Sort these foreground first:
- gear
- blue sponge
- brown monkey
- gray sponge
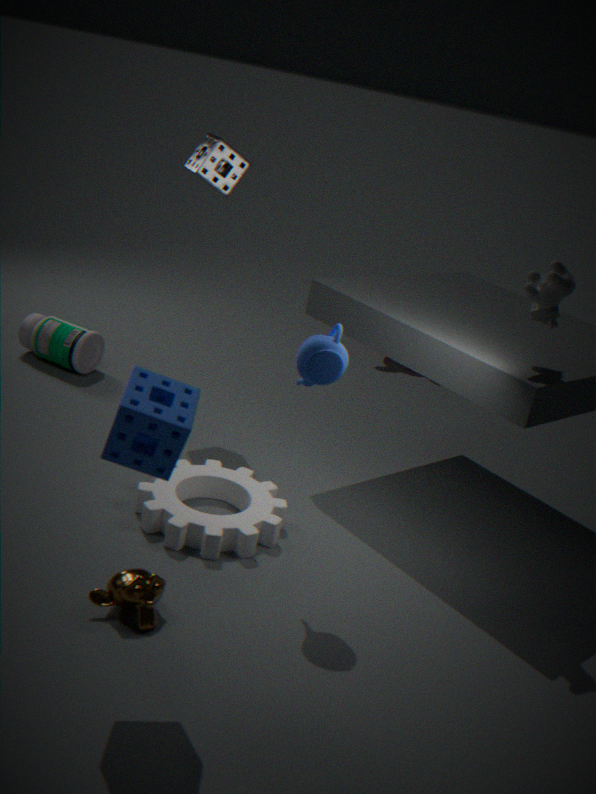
blue sponge < brown monkey < gear < gray sponge
